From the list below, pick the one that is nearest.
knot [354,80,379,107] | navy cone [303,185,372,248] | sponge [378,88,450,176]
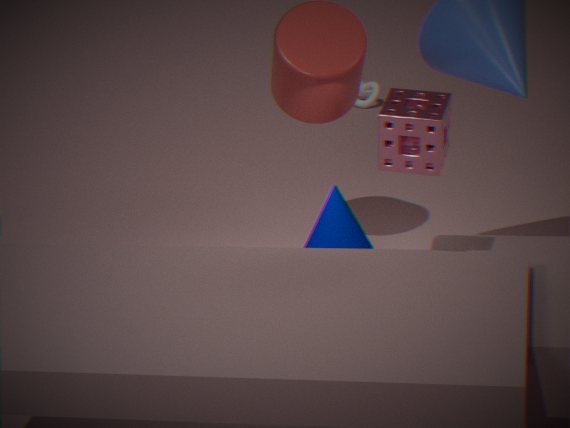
sponge [378,88,450,176]
